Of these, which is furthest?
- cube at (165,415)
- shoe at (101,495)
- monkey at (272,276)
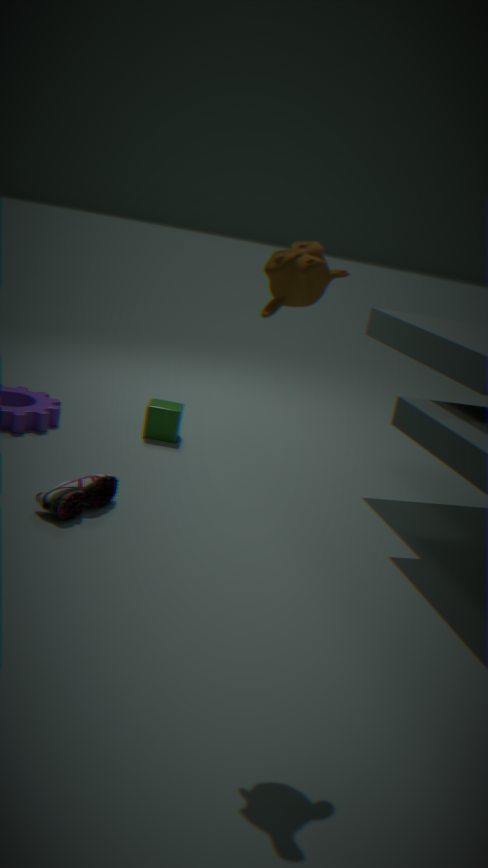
cube at (165,415)
